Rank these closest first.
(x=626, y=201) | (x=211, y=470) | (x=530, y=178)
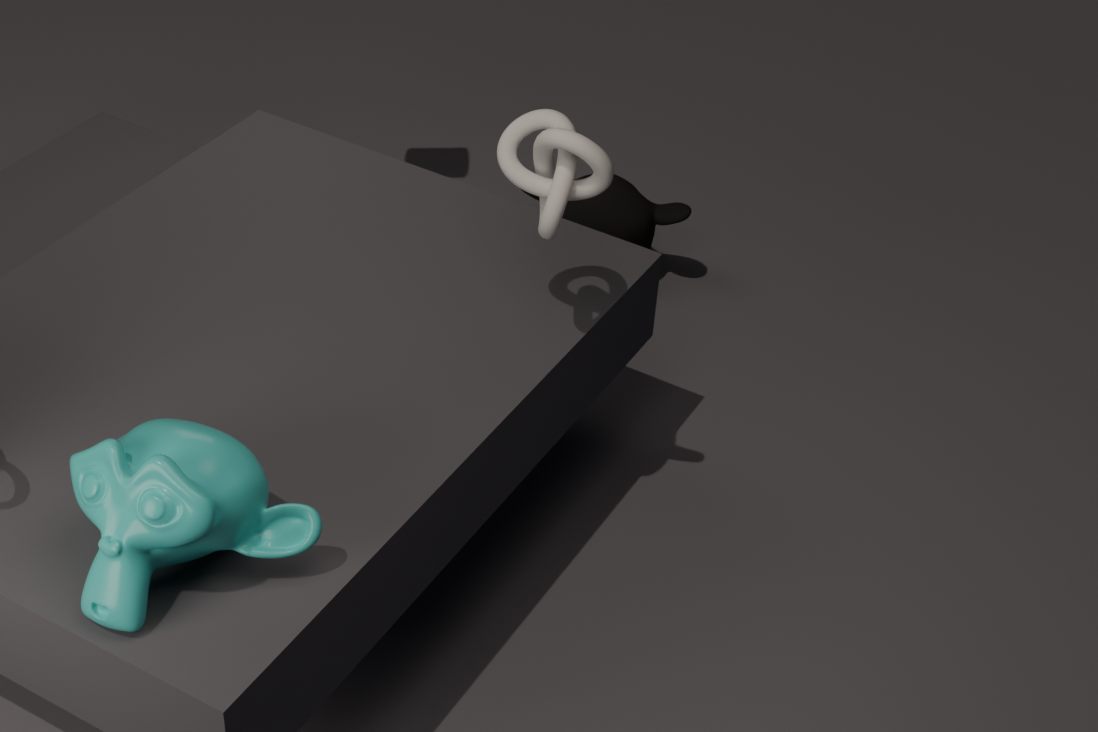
(x=211, y=470) < (x=530, y=178) < (x=626, y=201)
